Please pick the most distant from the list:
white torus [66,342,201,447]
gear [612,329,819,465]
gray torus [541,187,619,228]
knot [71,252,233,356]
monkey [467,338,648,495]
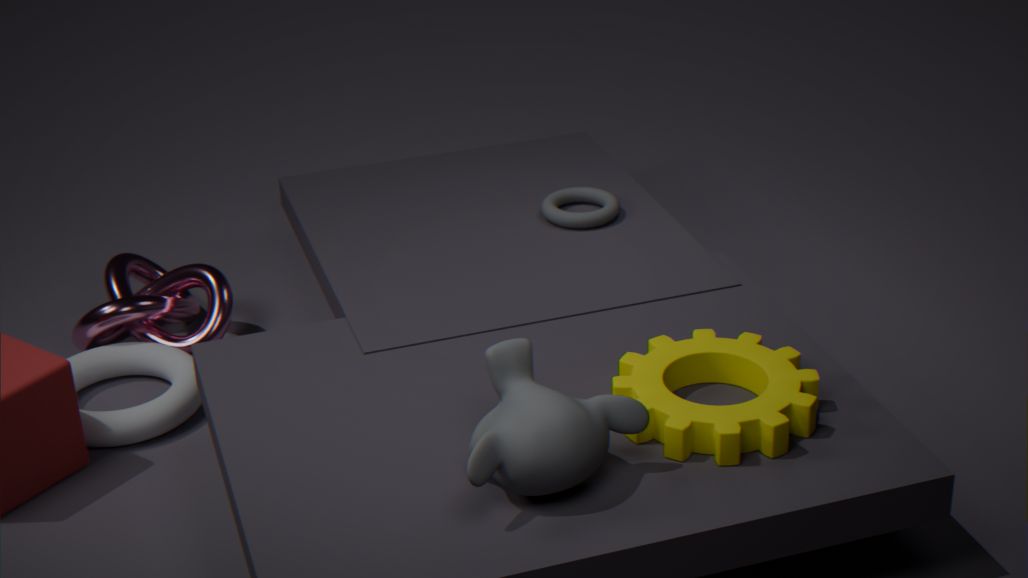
gray torus [541,187,619,228]
